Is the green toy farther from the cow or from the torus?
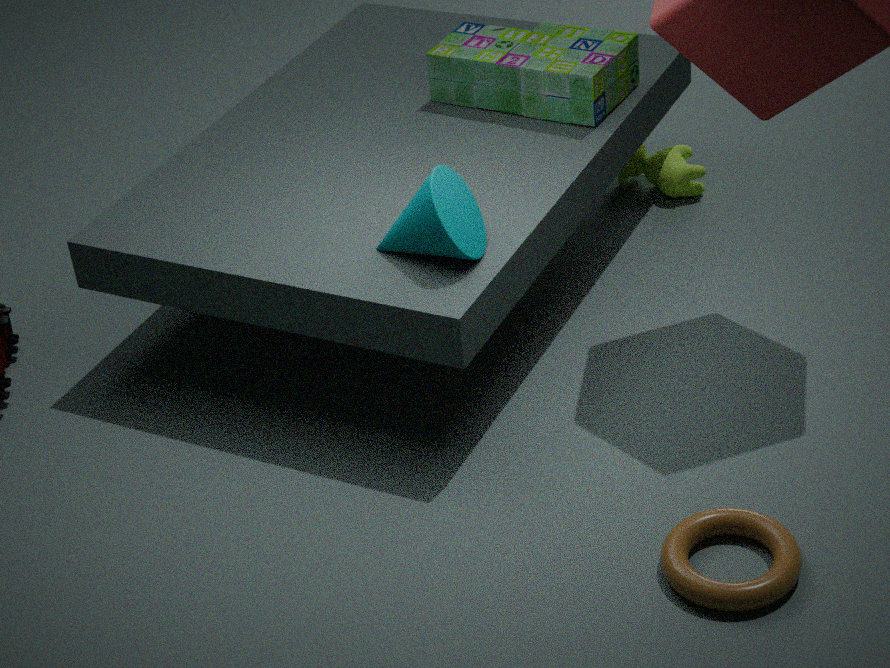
the torus
